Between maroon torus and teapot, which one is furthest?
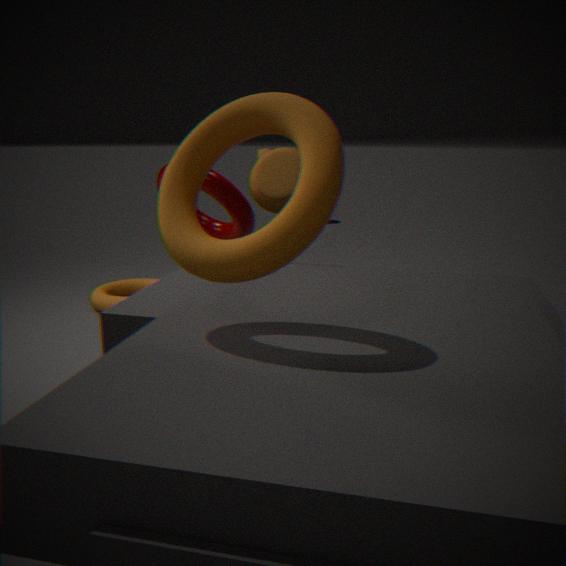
teapot
